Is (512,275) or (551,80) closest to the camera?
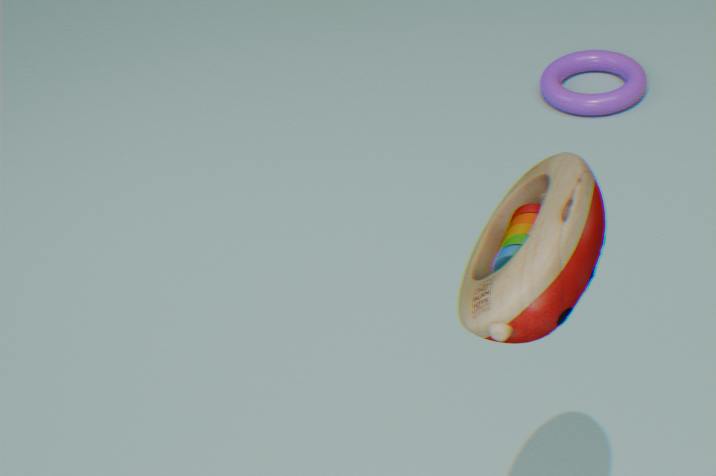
(512,275)
